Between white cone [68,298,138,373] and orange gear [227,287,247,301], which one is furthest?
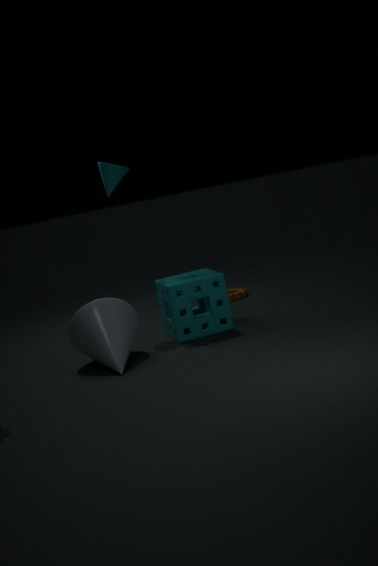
orange gear [227,287,247,301]
